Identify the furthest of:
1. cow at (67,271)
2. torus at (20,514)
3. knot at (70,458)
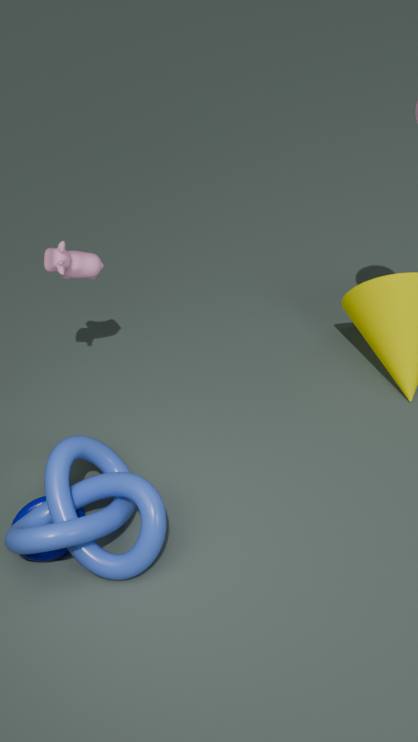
cow at (67,271)
